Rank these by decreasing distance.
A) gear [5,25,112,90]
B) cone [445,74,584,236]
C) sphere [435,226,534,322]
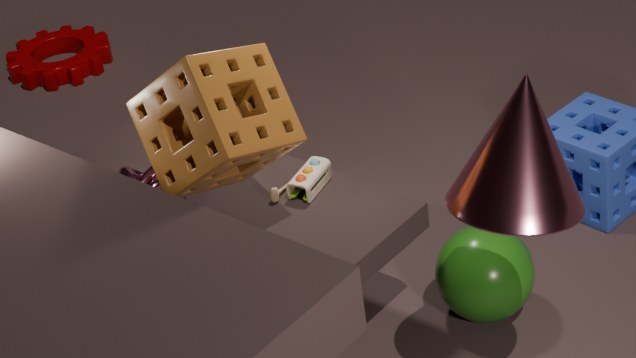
gear [5,25,112,90], sphere [435,226,534,322], cone [445,74,584,236]
